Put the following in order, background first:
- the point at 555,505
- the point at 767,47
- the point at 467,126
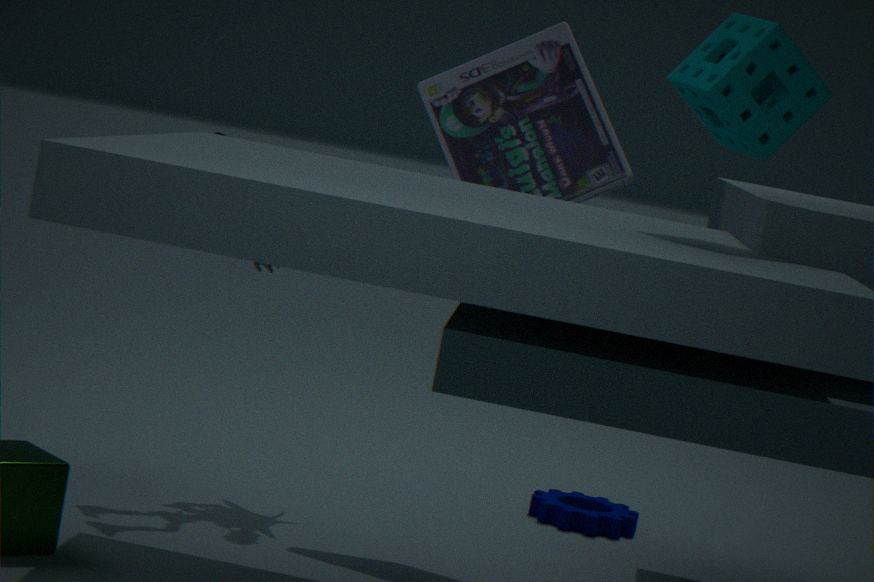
1. the point at 555,505
2. the point at 467,126
3. the point at 767,47
